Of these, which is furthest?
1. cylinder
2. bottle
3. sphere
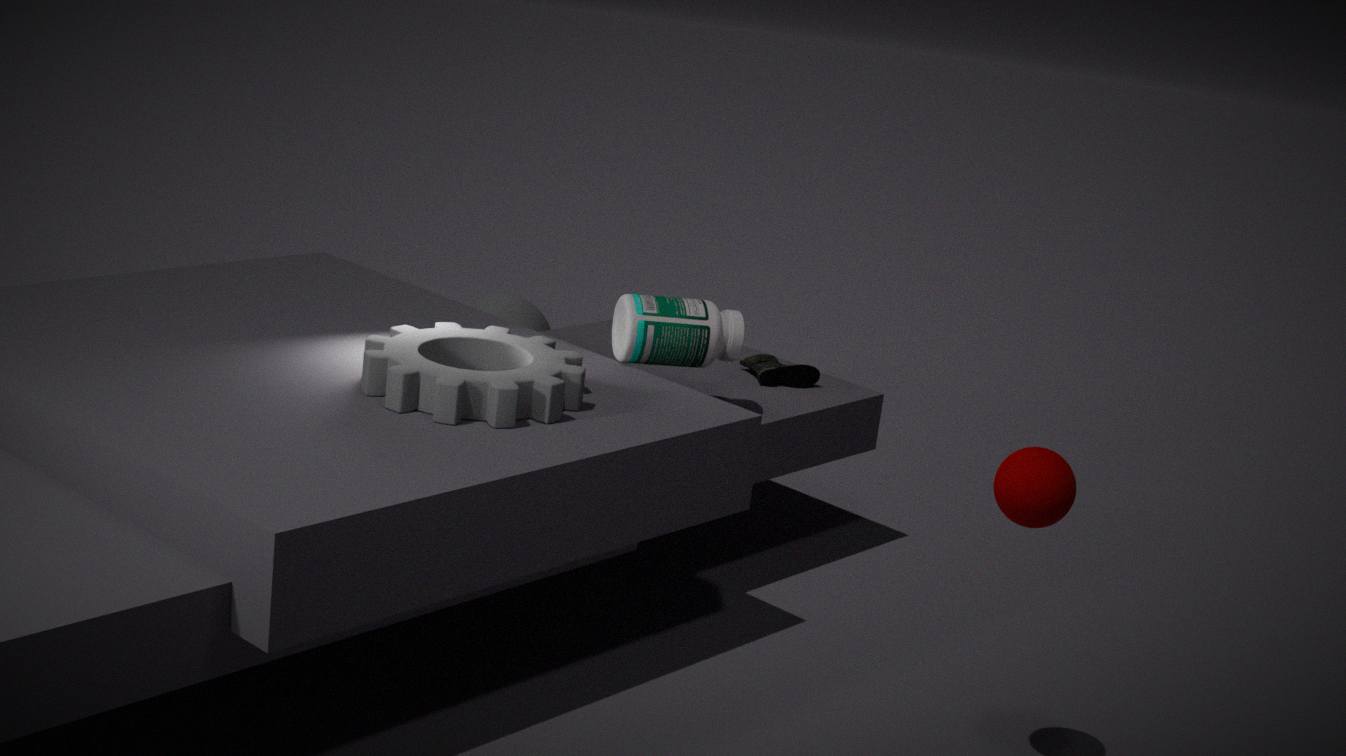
cylinder
